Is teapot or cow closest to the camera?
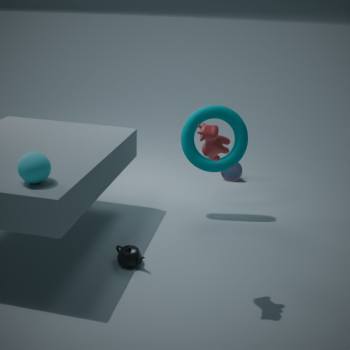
cow
